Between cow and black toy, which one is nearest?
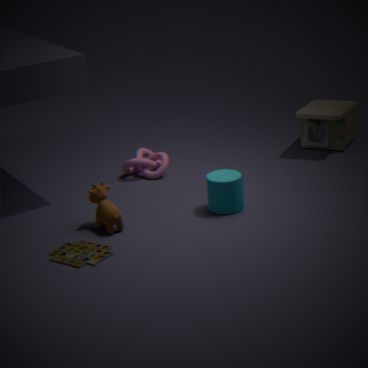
cow
